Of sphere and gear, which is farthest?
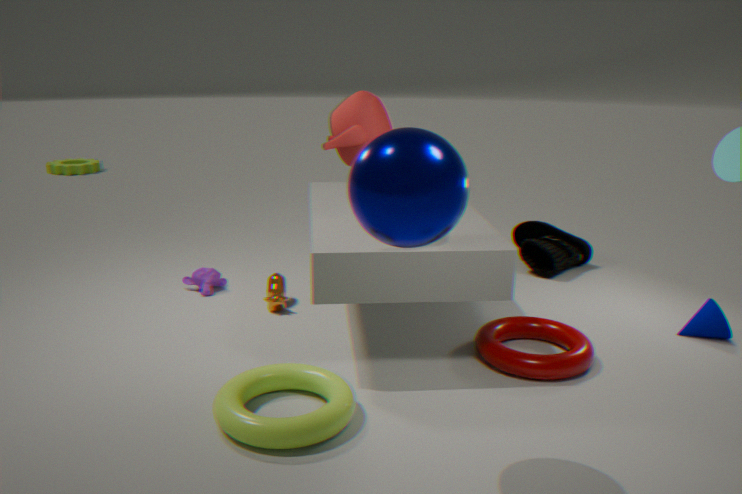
gear
